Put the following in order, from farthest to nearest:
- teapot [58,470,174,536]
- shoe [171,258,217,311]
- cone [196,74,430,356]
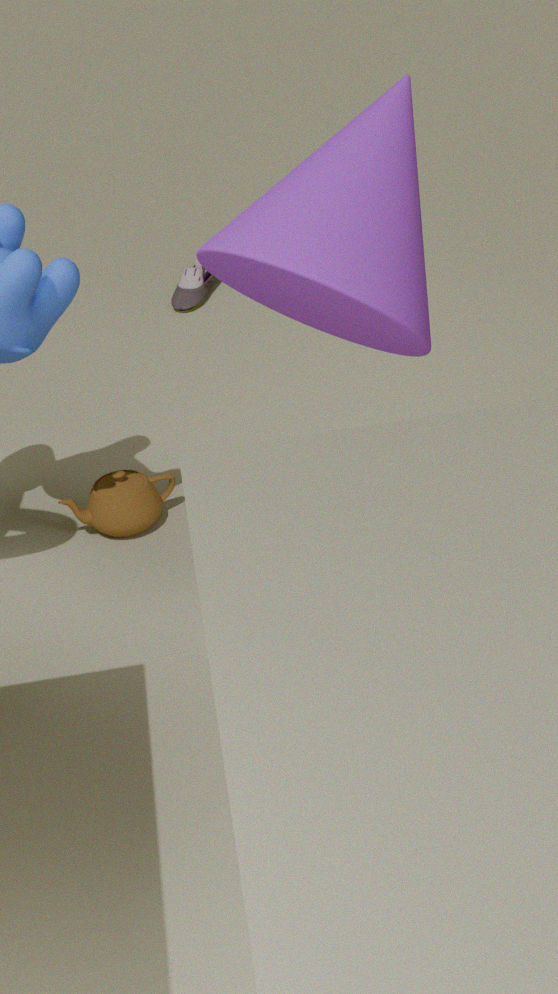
shoe [171,258,217,311]
teapot [58,470,174,536]
cone [196,74,430,356]
